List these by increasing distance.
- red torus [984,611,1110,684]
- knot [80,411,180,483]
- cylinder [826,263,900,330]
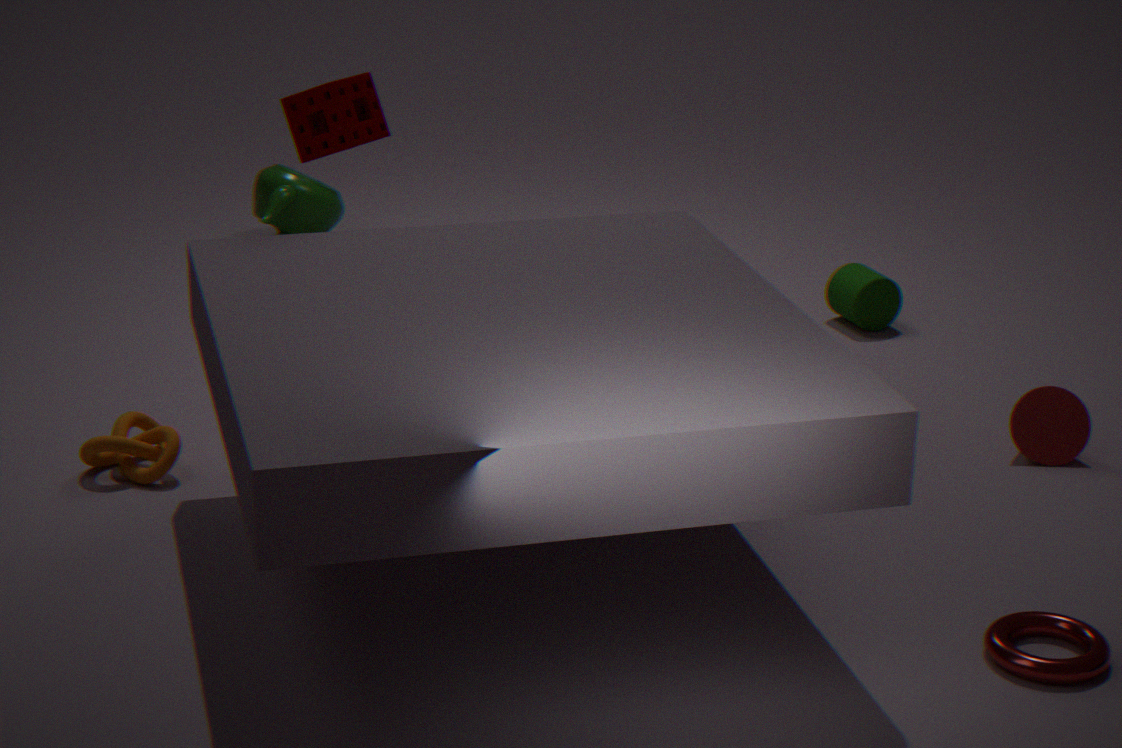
red torus [984,611,1110,684] < knot [80,411,180,483] < cylinder [826,263,900,330]
